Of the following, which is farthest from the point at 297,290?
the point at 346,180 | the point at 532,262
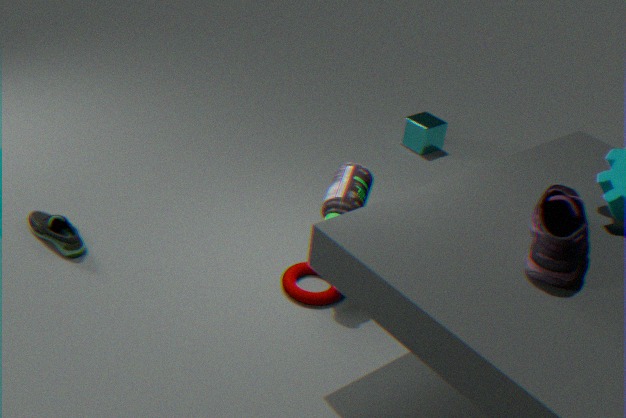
the point at 532,262
